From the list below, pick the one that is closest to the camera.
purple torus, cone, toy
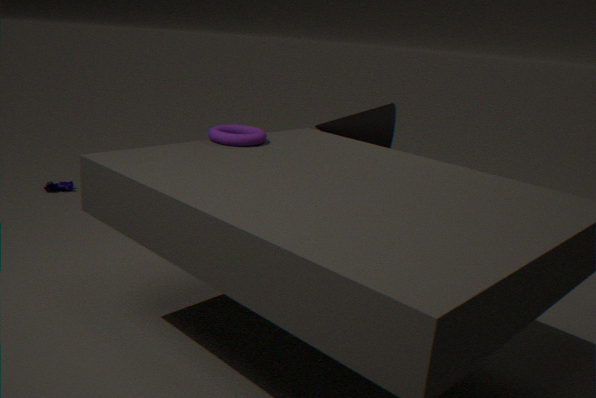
purple torus
